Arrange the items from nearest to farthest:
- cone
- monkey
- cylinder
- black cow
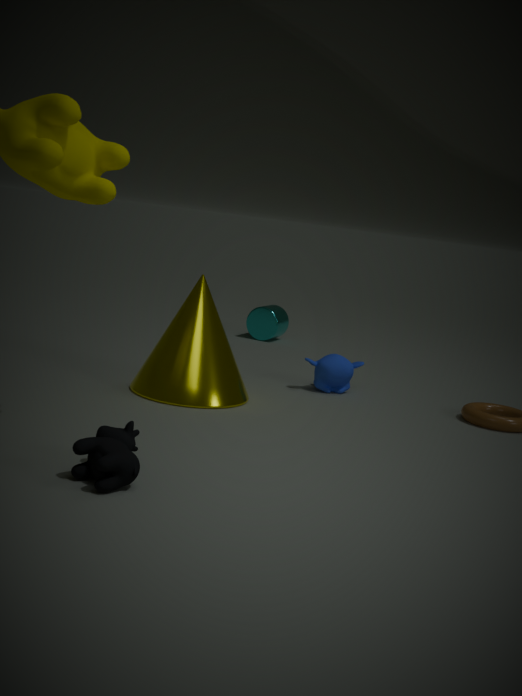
1. black cow
2. cone
3. monkey
4. cylinder
